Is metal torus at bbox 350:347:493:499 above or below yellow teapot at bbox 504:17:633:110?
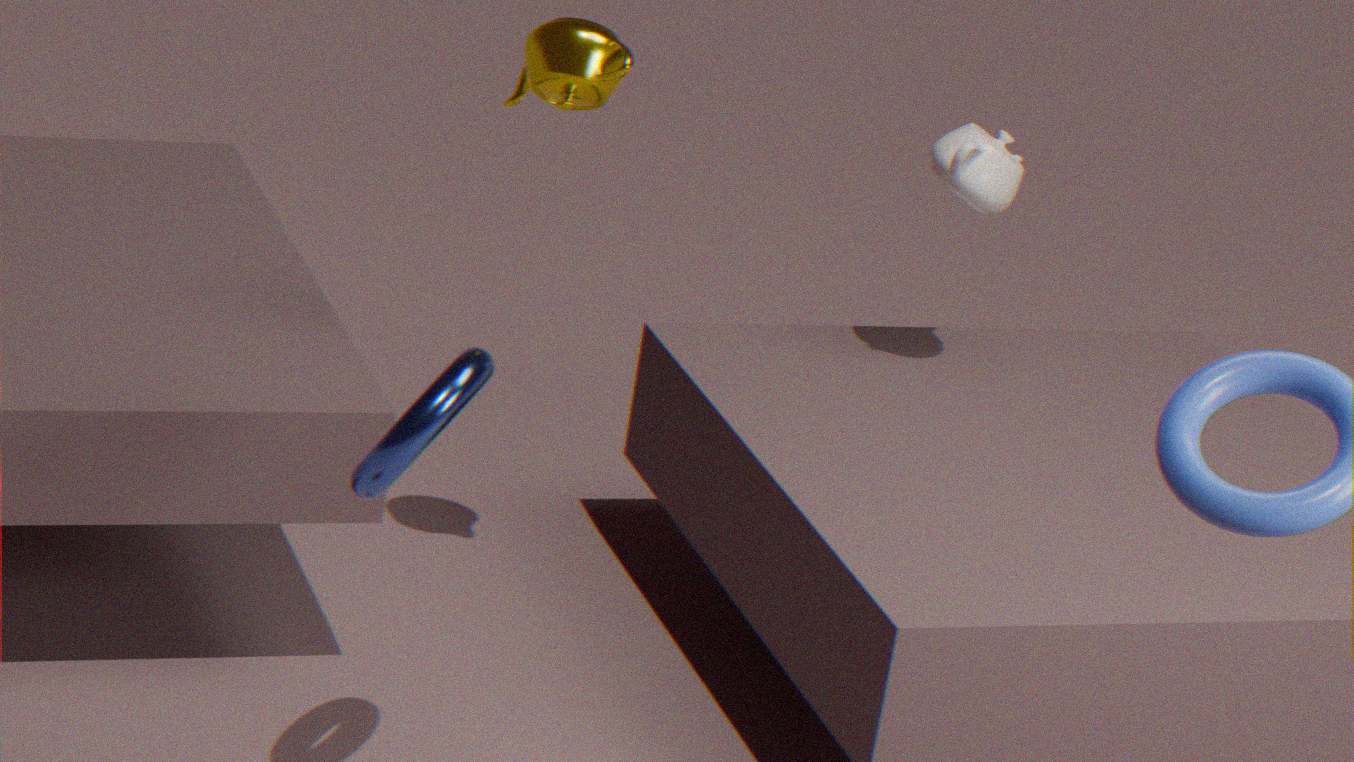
below
